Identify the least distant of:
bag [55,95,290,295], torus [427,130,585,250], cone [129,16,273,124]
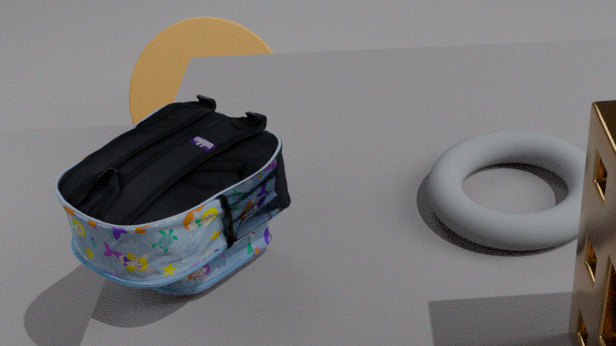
bag [55,95,290,295]
